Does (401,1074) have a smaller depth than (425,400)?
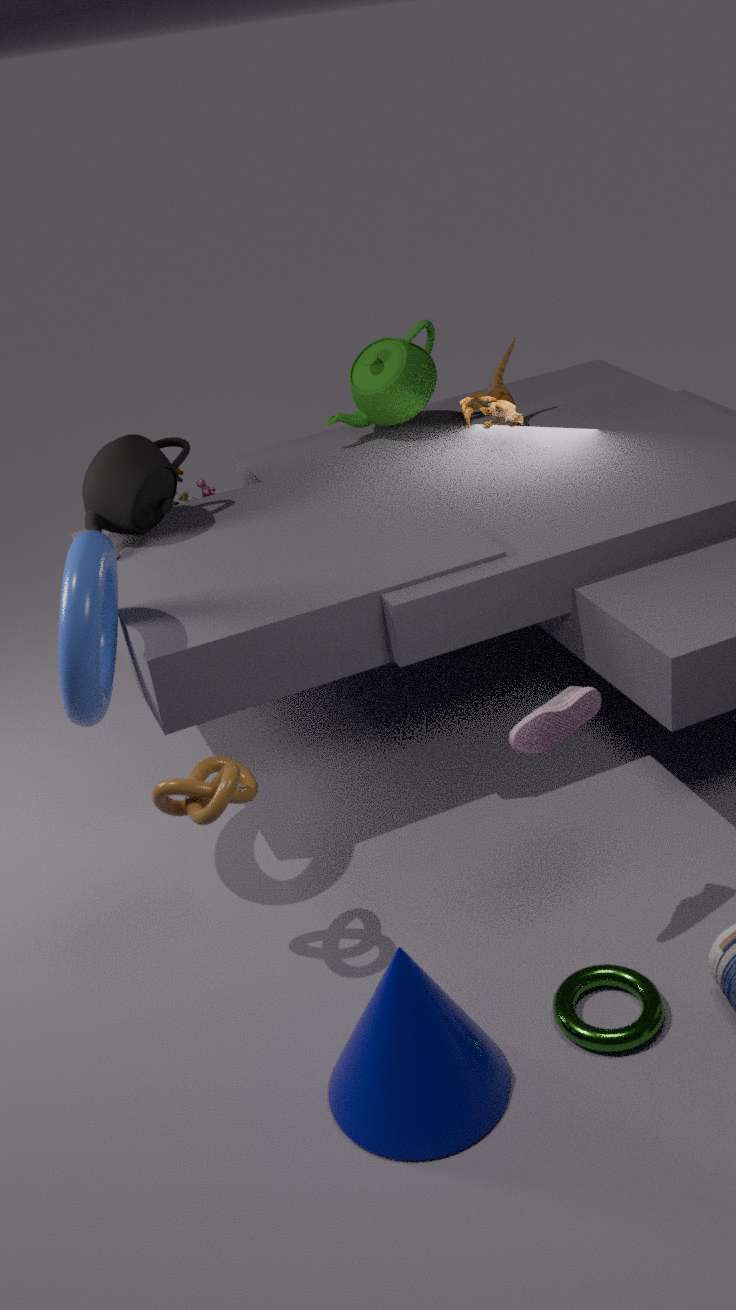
Yes
